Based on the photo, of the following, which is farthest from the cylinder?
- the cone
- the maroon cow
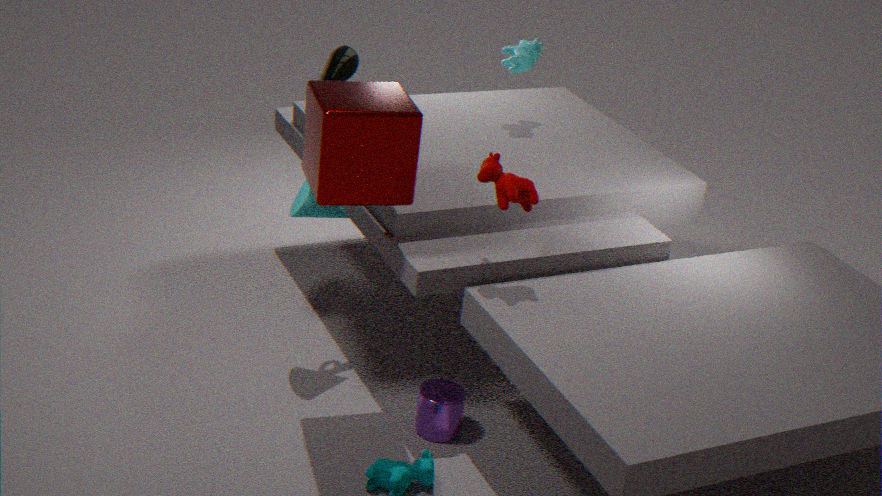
the cone
